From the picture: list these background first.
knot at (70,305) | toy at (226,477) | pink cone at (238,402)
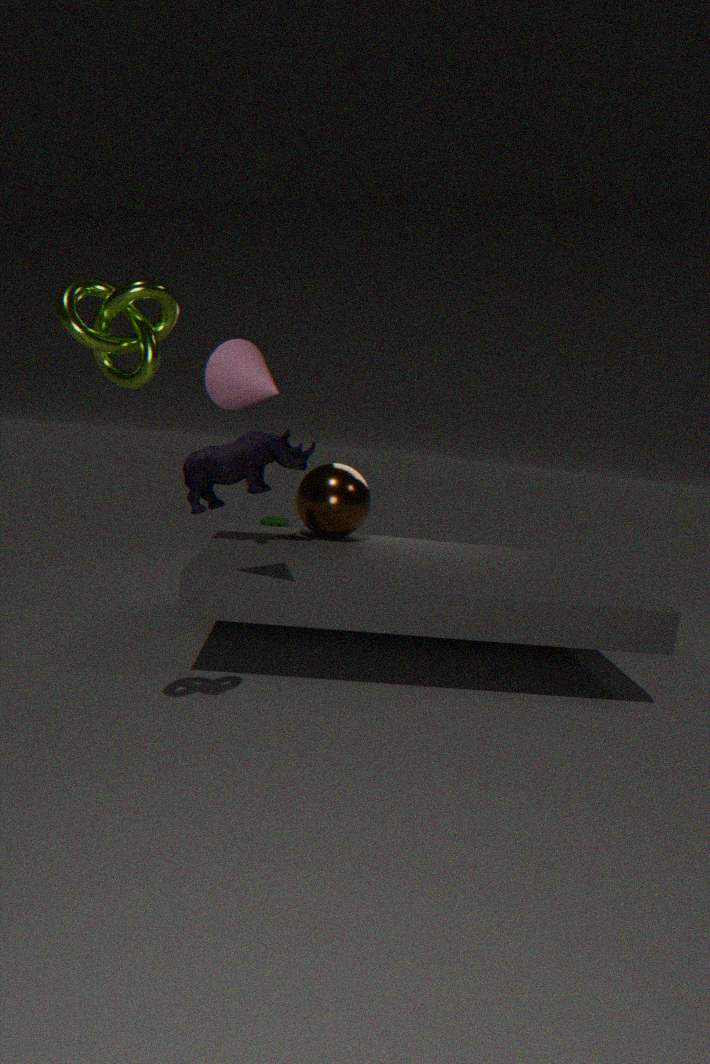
toy at (226,477)
pink cone at (238,402)
knot at (70,305)
